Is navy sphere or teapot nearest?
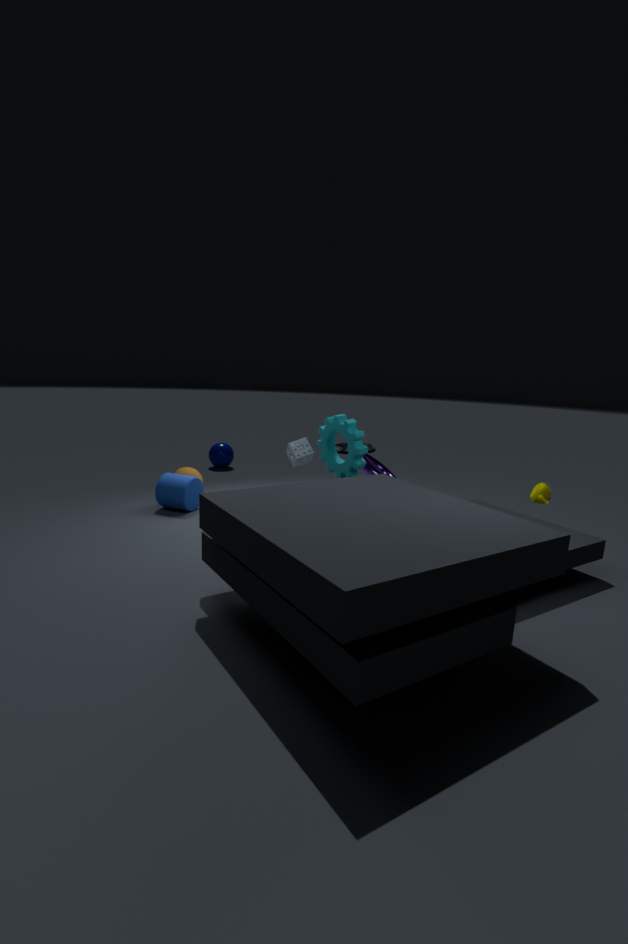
teapot
